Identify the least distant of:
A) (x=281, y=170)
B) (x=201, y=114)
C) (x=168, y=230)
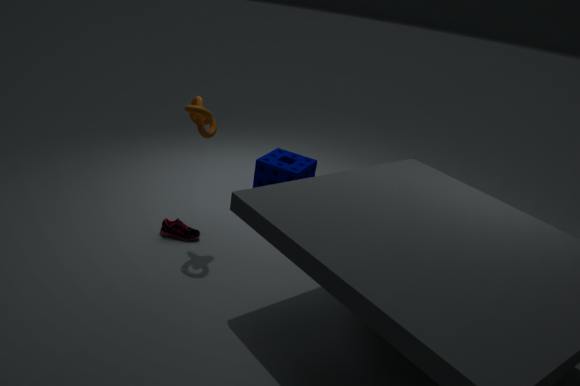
(x=201, y=114)
